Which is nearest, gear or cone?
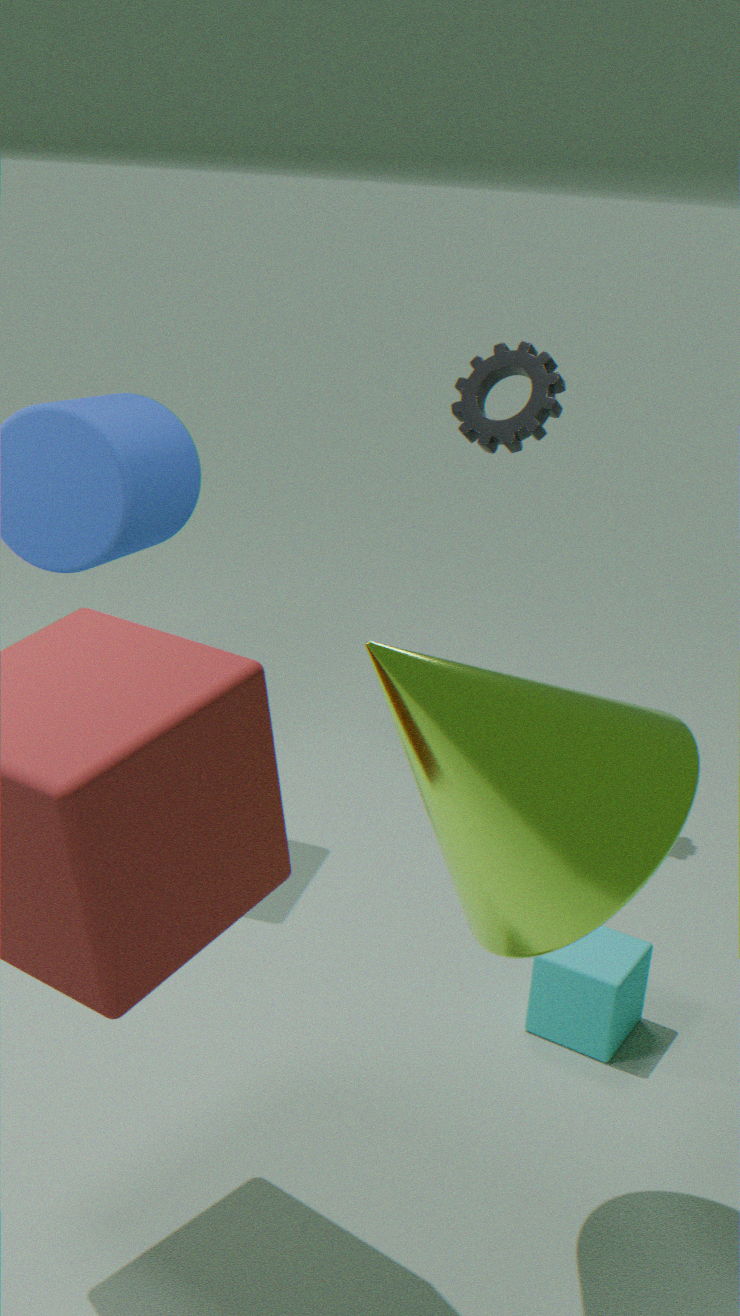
cone
